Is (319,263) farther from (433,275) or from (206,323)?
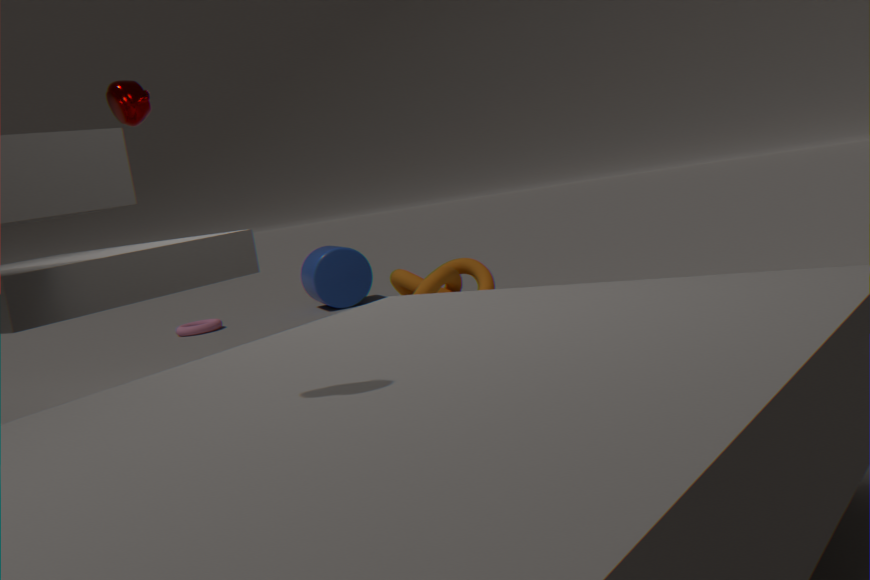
(433,275)
